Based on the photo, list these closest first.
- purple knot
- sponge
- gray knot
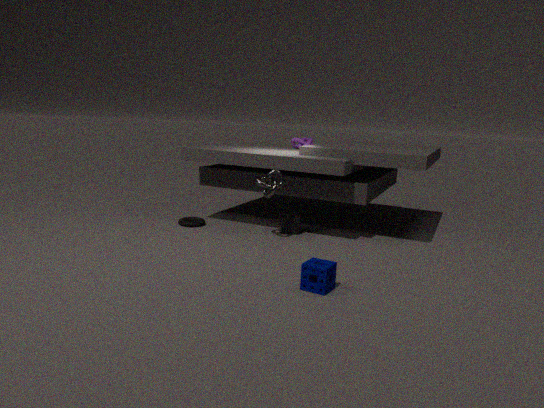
sponge
gray knot
purple knot
